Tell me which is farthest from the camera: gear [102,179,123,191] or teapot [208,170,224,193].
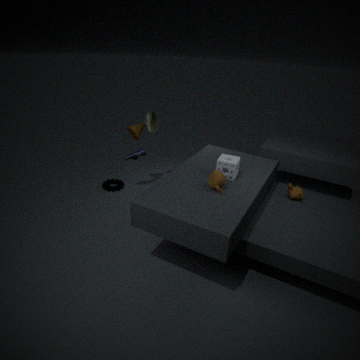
gear [102,179,123,191]
